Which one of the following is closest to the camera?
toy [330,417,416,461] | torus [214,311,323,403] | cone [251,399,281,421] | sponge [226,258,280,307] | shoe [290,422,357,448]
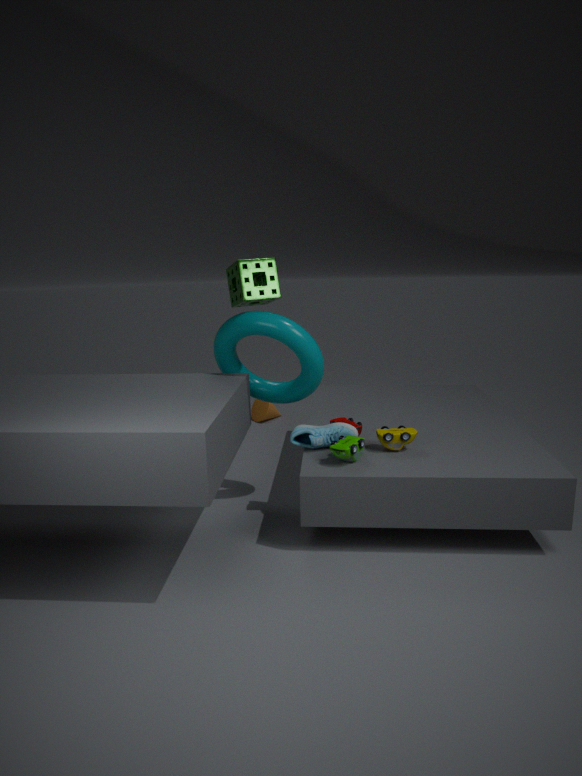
toy [330,417,416,461]
